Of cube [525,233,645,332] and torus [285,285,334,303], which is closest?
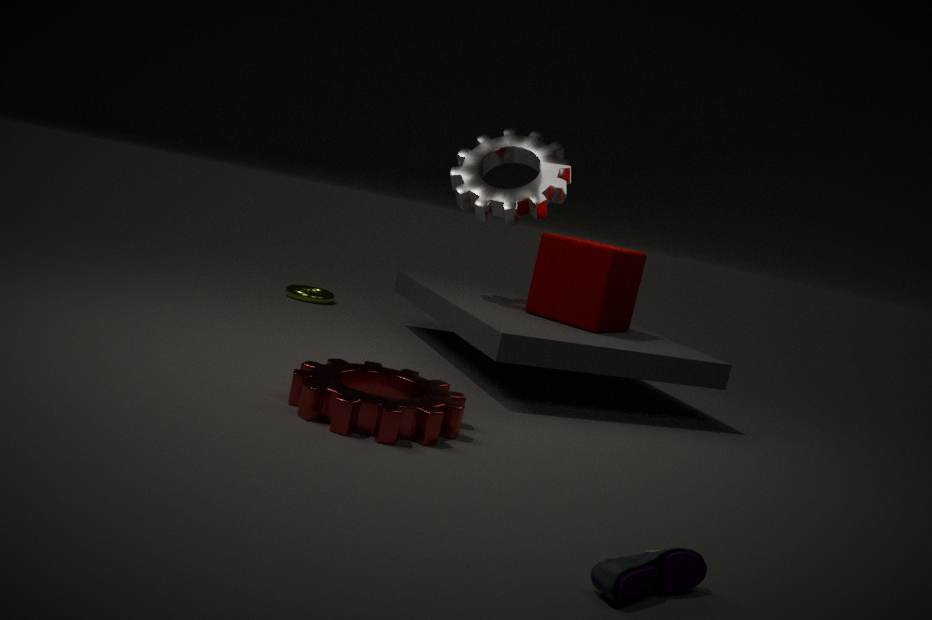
cube [525,233,645,332]
